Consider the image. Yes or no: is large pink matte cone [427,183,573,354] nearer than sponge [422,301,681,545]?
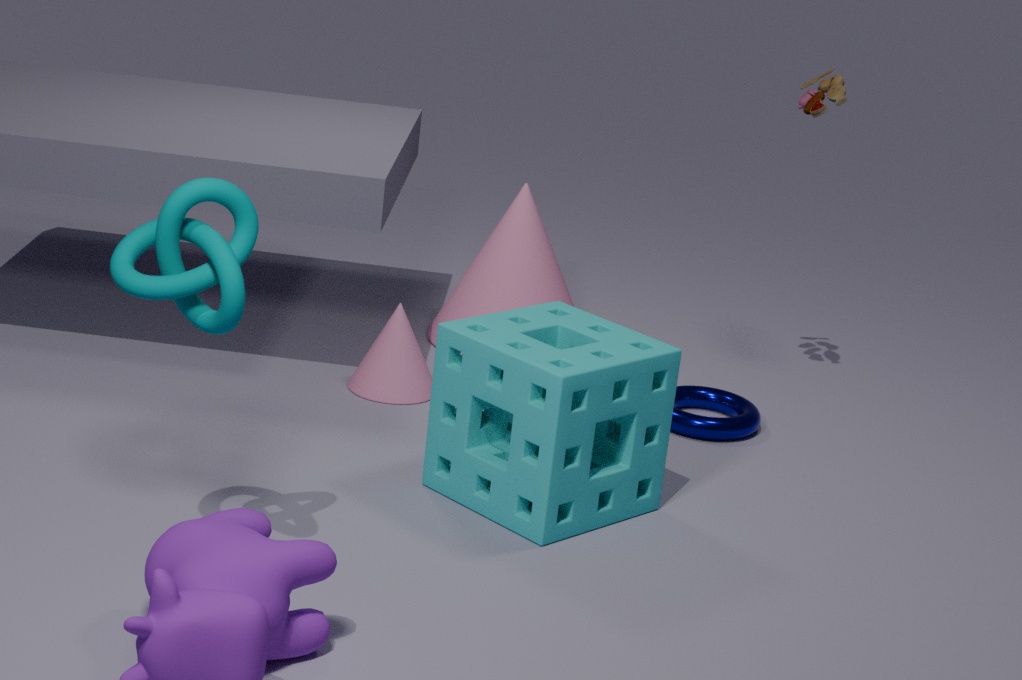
No
